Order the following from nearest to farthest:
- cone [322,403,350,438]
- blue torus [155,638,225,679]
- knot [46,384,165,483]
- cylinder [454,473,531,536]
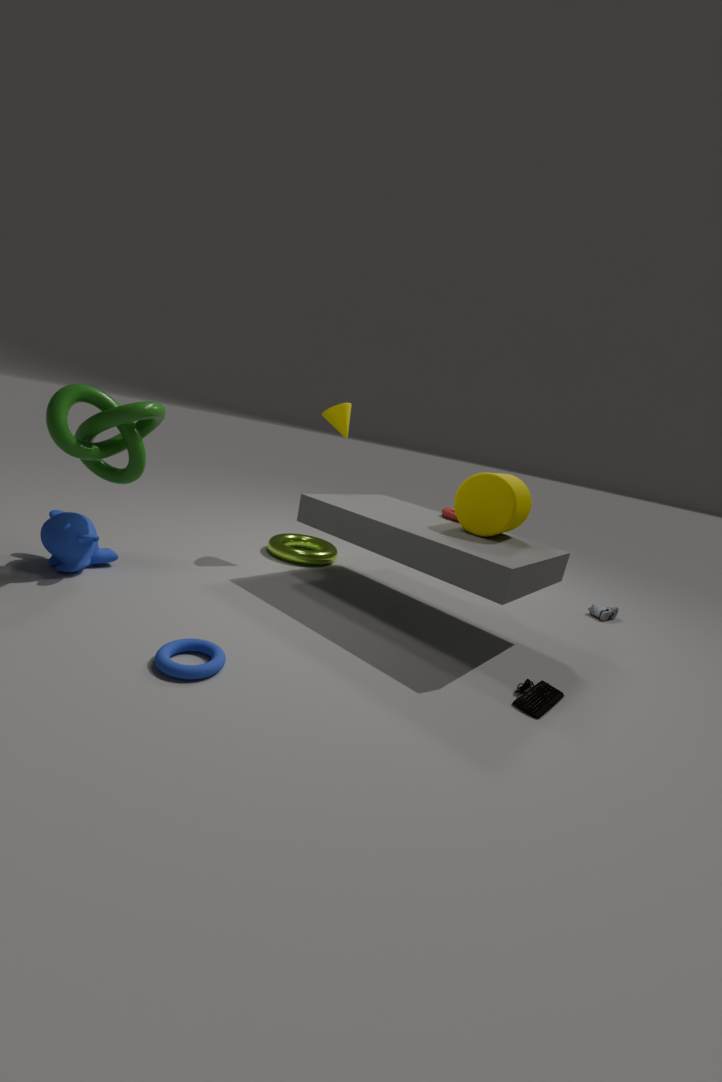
blue torus [155,638,225,679], knot [46,384,165,483], cylinder [454,473,531,536], cone [322,403,350,438]
